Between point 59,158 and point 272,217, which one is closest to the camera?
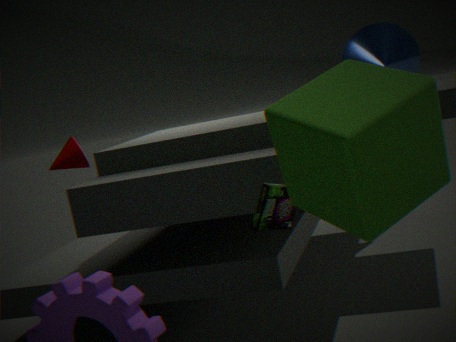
point 272,217
